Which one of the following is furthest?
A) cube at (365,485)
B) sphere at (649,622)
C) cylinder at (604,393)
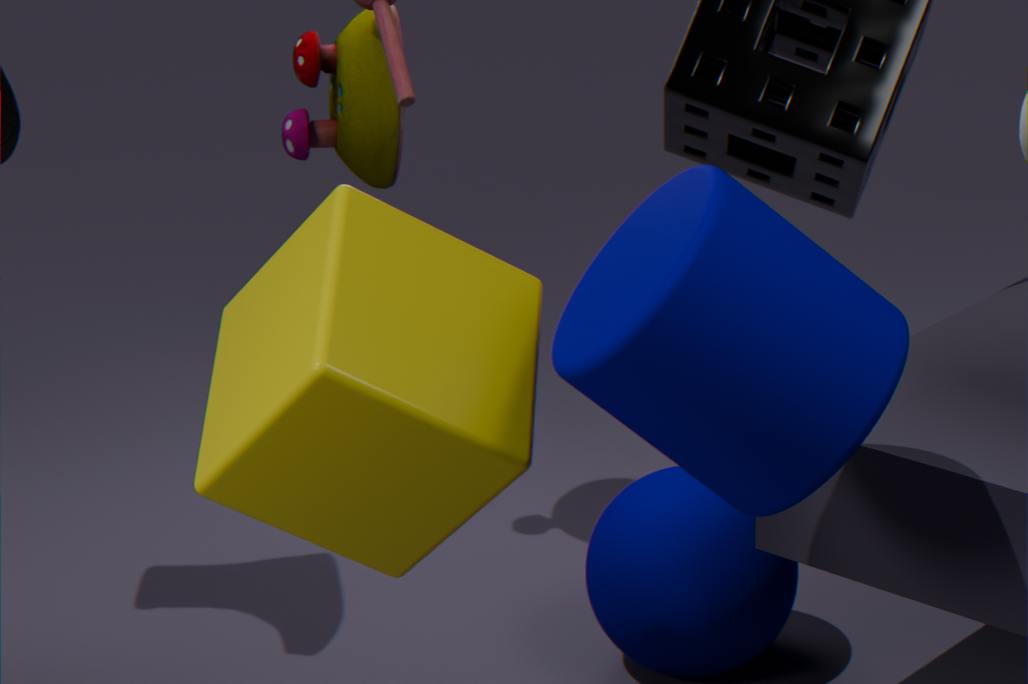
sphere at (649,622)
